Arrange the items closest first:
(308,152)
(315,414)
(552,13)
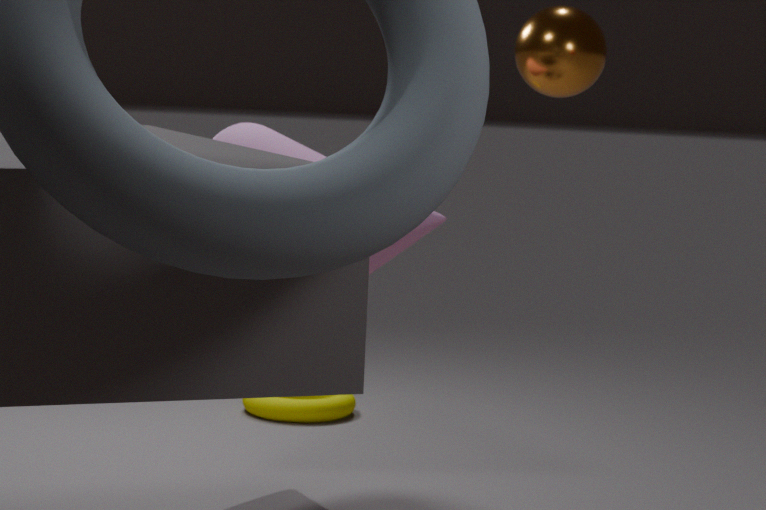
(308,152)
(552,13)
(315,414)
